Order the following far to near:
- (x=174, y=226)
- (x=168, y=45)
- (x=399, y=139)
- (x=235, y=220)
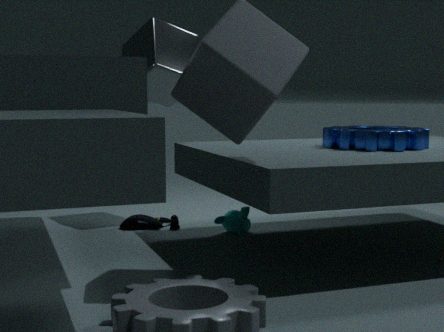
(x=168, y=45) → (x=174, y=226) → (x=235, y=220) → (x=399, y=139)
